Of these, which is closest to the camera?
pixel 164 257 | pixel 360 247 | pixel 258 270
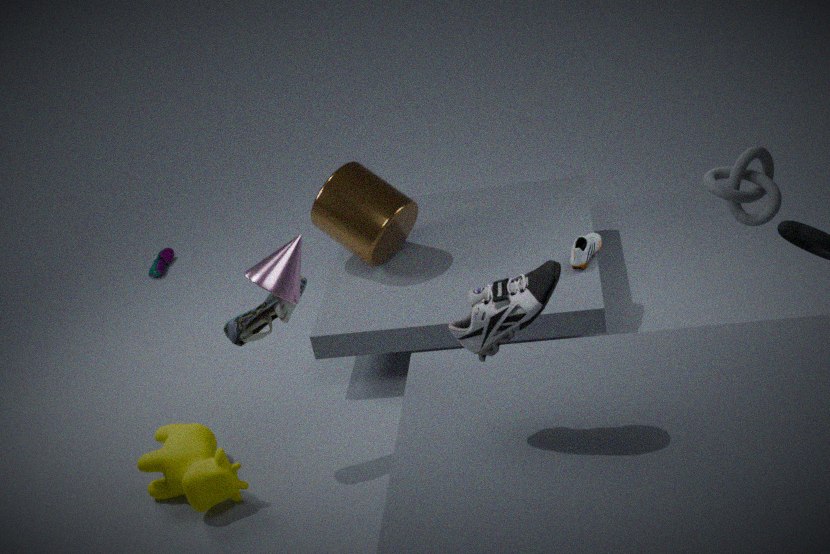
pixel 258 270
